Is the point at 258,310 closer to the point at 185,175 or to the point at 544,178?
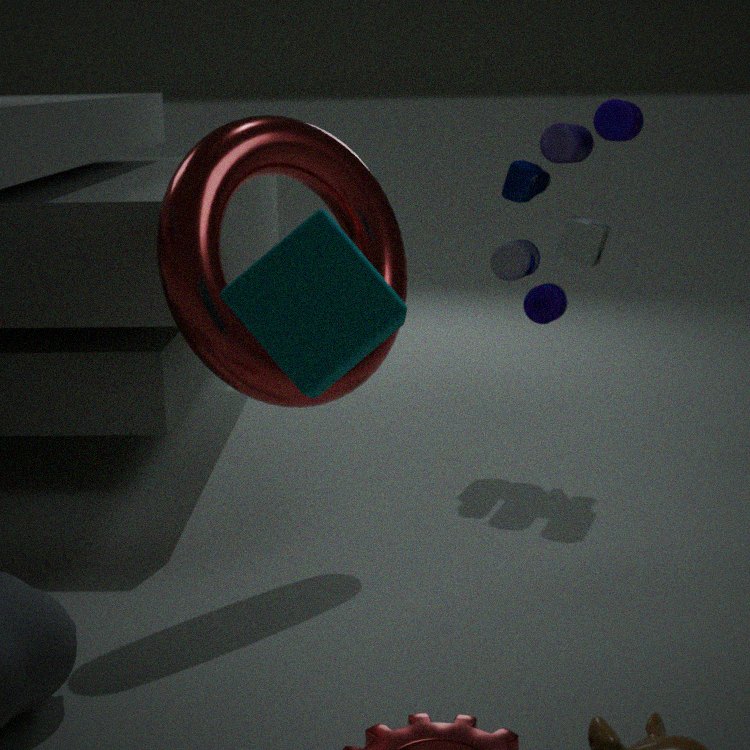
the point at 185,175
